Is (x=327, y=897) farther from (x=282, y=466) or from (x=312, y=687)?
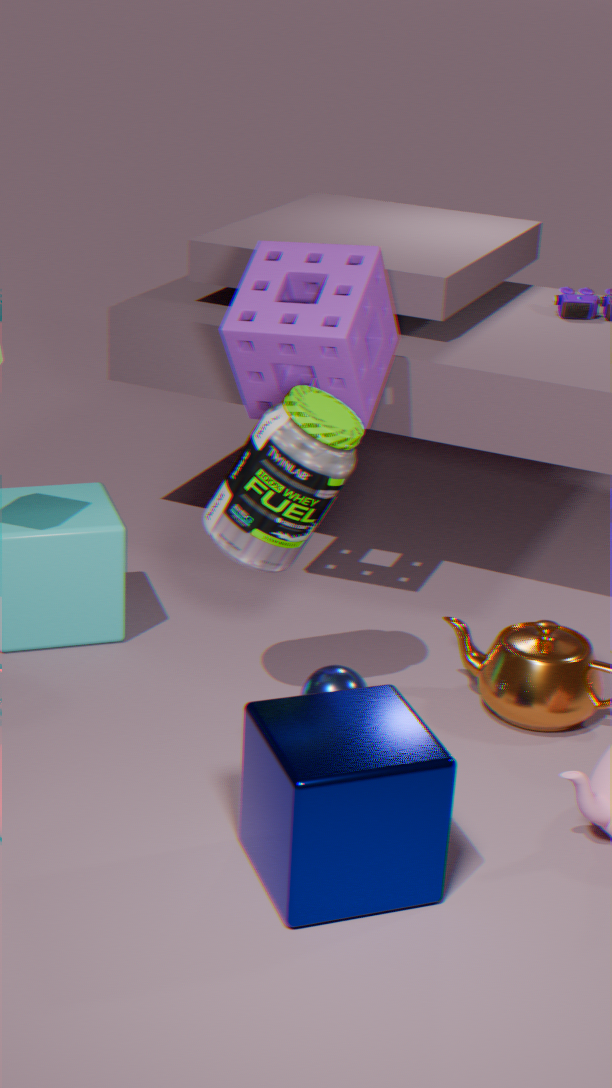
(x=282, y=466)
